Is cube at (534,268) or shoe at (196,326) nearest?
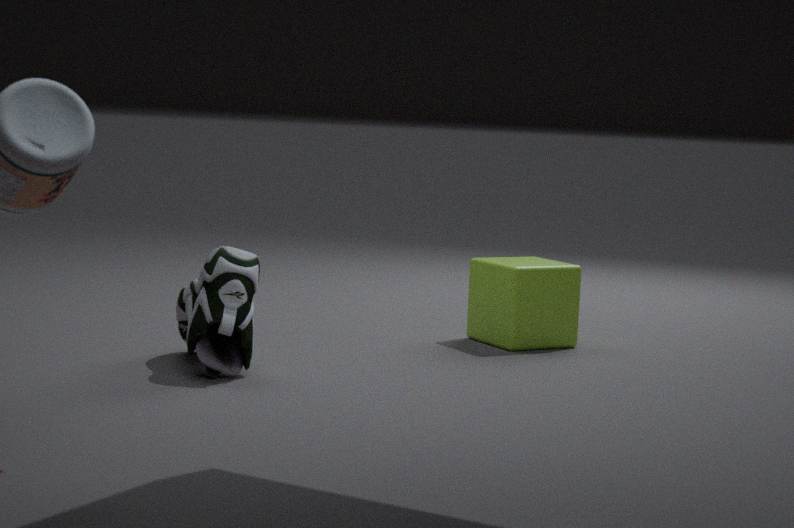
shoe at (196,326)
